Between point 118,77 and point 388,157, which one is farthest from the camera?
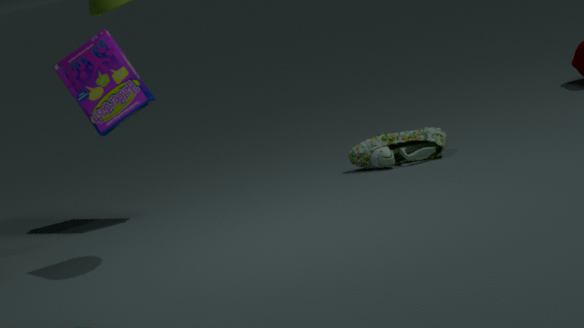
point 388,157
